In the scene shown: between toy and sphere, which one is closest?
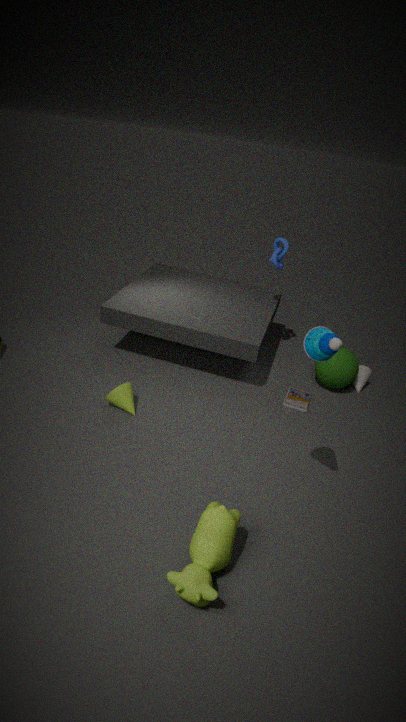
toy
